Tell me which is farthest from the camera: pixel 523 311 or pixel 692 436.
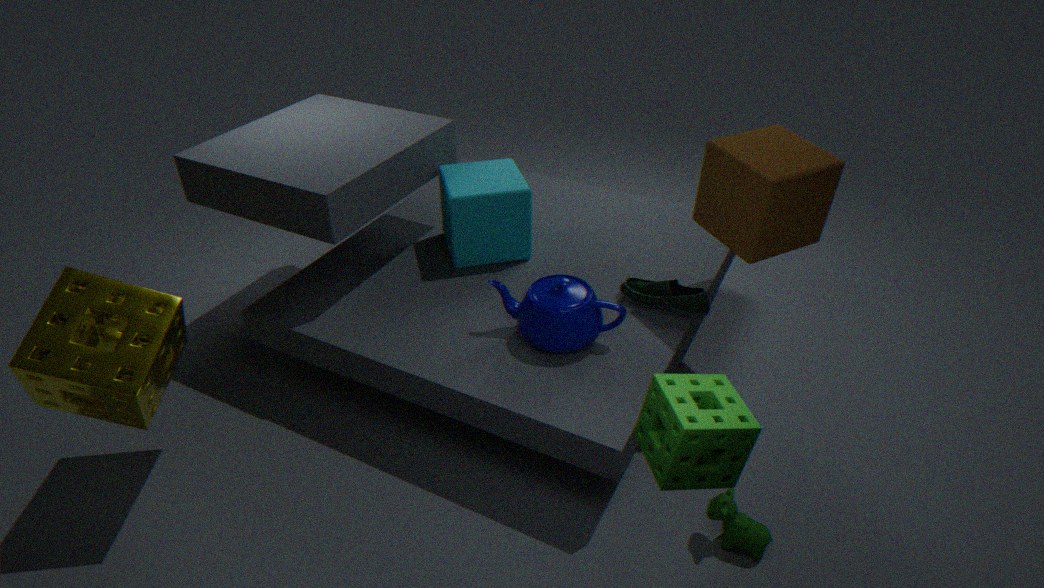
pixel 523 311
